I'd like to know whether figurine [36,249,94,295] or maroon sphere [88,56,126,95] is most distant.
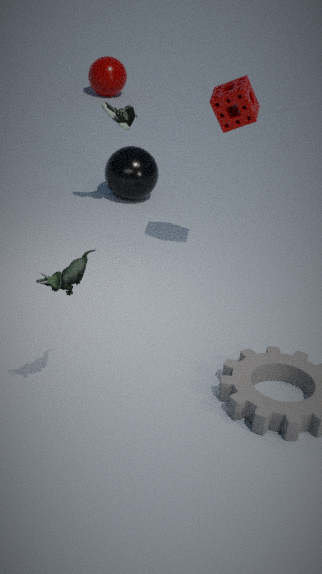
maroon sphere [88,56,126,95]
